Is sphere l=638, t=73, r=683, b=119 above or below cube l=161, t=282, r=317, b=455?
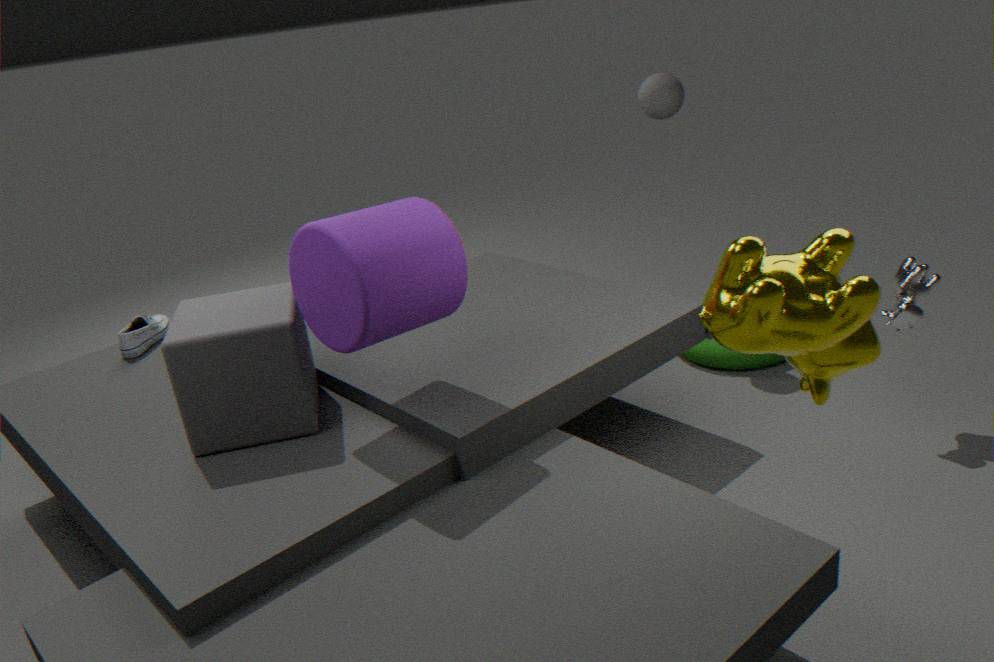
above
